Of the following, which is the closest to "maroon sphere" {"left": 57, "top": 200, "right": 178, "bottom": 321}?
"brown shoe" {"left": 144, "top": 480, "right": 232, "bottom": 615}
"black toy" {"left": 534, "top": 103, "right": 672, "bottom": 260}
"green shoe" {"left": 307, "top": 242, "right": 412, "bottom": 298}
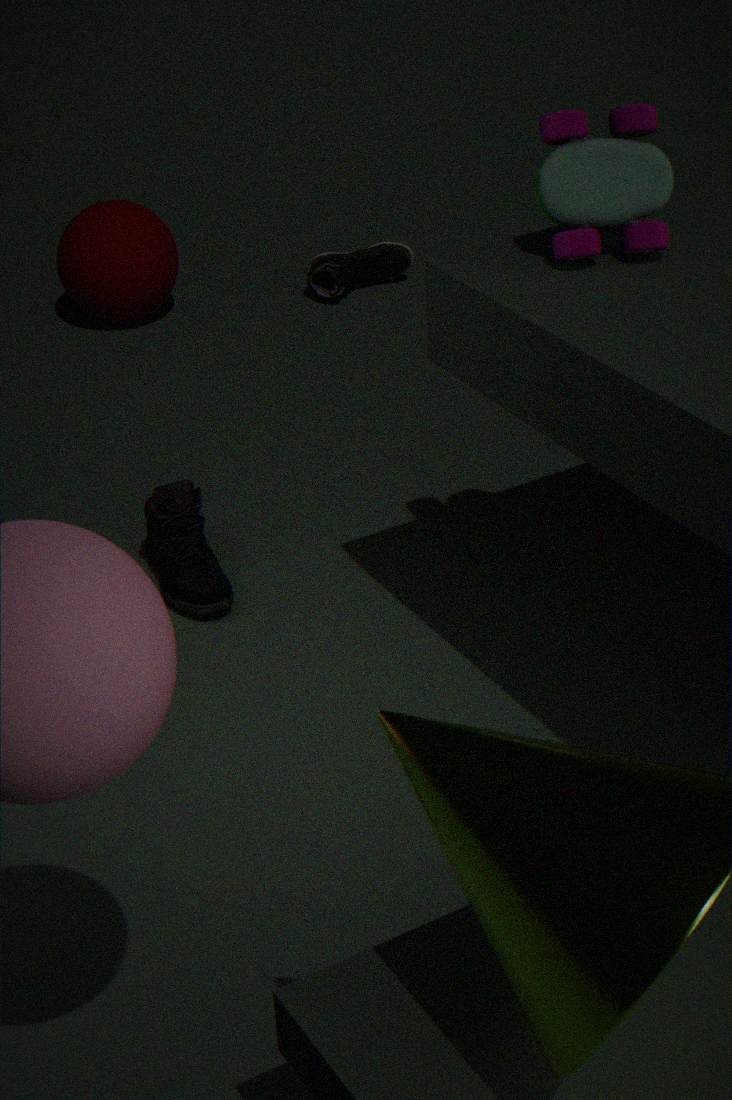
"green shoe" {"left": 307, "top": 242, "right": 412, "bottom": 298}
